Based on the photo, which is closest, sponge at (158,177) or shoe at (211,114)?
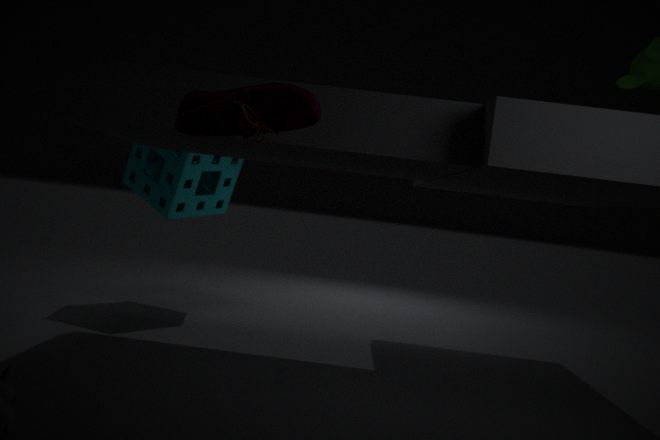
shoe at (211,114)
